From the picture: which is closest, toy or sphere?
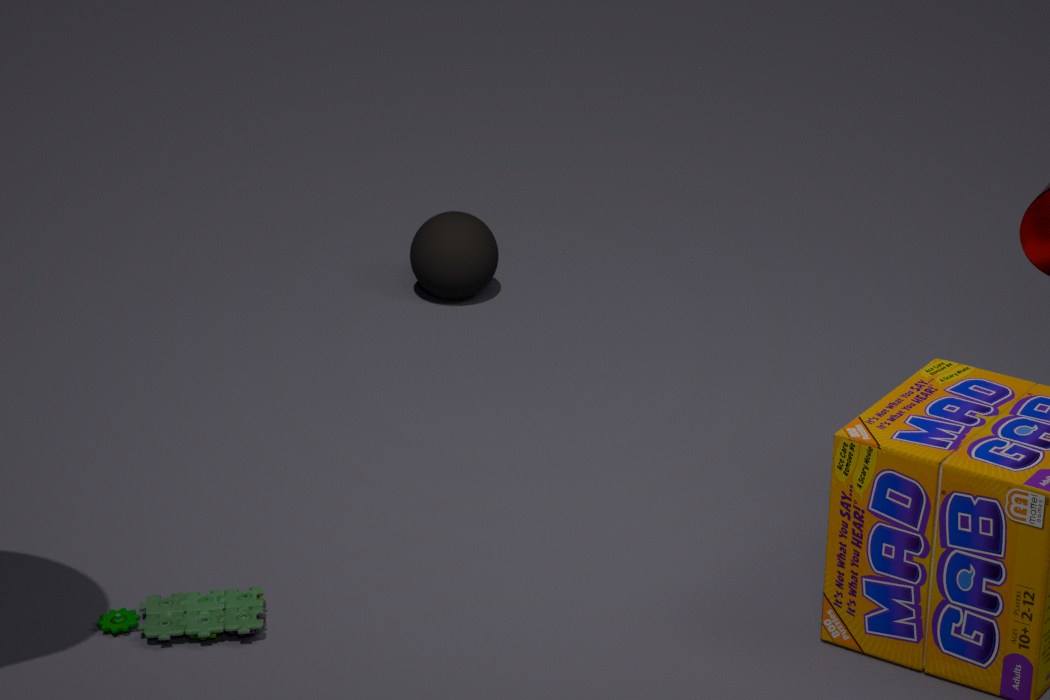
toy
